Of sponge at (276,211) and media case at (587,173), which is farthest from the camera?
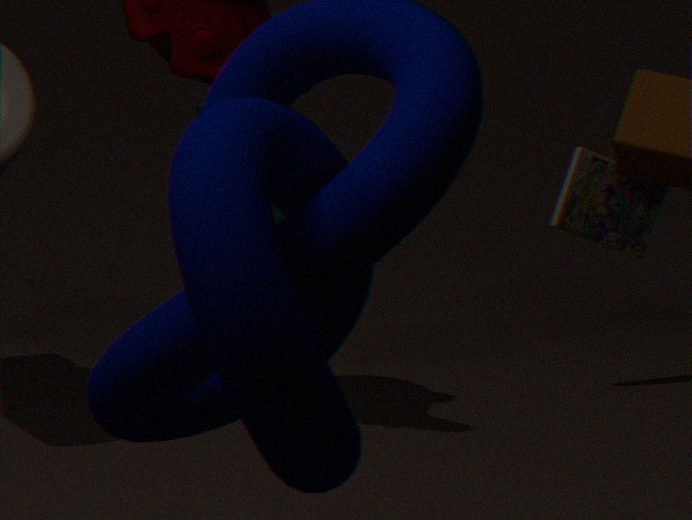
media case at (587,173)
